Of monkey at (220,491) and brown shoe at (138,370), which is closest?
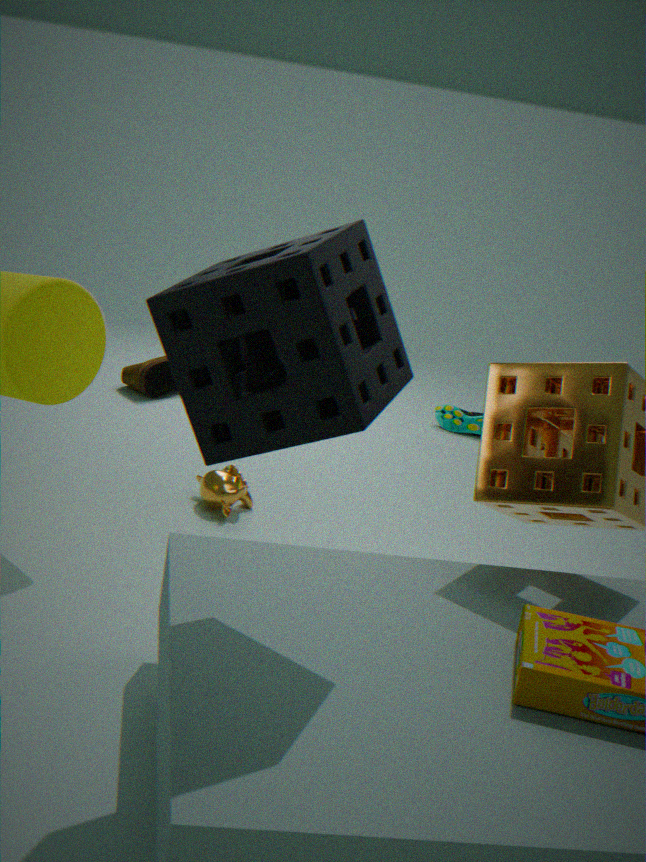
monkey at (220,491)
